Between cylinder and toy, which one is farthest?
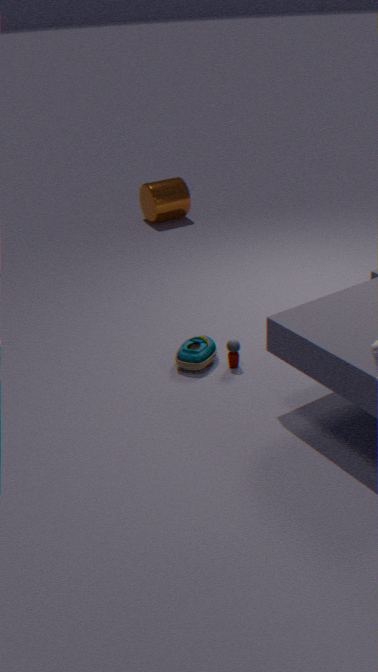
cylinder
